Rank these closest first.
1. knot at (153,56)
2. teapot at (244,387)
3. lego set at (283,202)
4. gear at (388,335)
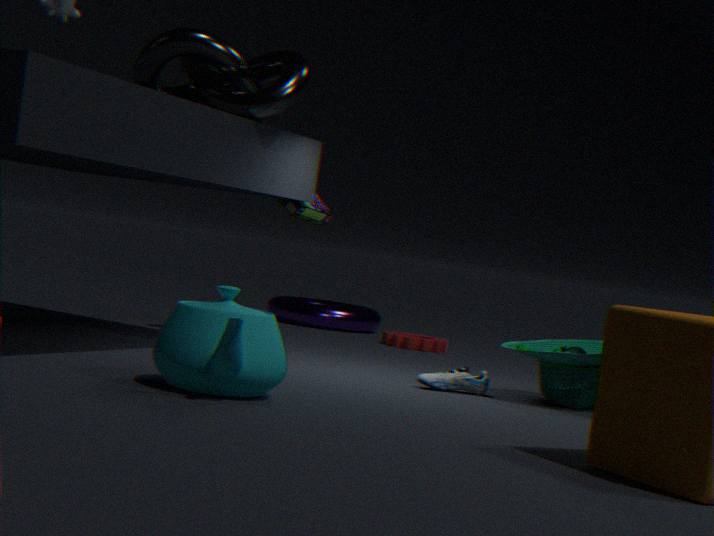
teapot at (244,387) → knot at (153,56) → lego set at (283,202) → gear at (388,335)
